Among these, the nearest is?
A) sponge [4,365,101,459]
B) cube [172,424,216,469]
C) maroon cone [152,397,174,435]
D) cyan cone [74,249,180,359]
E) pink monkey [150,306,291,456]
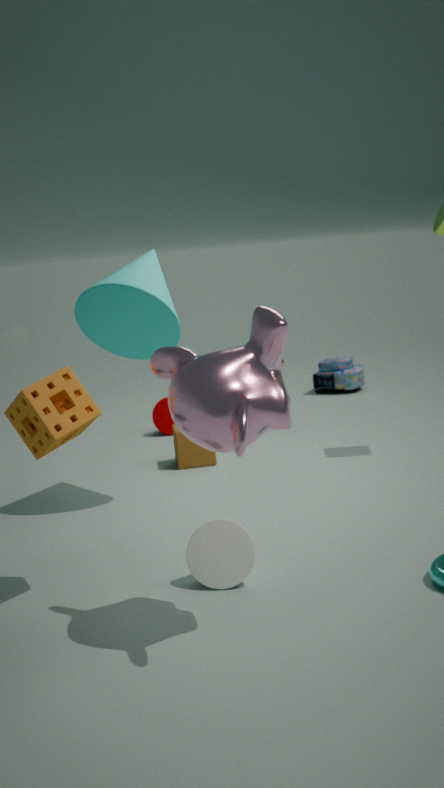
pink monkey [150,306,291,456]
